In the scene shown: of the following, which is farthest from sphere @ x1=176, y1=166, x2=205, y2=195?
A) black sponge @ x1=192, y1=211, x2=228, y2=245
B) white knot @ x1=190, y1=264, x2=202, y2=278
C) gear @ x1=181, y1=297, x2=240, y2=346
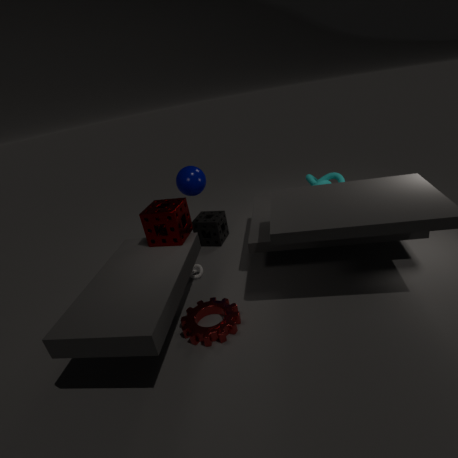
gear @ x1=181, y1=297, x2=240, y2=346
